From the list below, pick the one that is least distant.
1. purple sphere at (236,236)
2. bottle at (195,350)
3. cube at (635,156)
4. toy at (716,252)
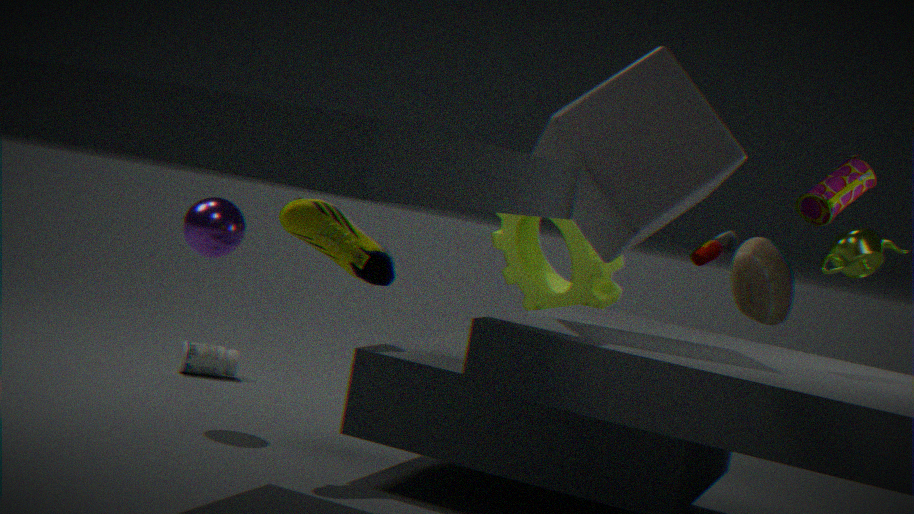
toy at (716,252)
